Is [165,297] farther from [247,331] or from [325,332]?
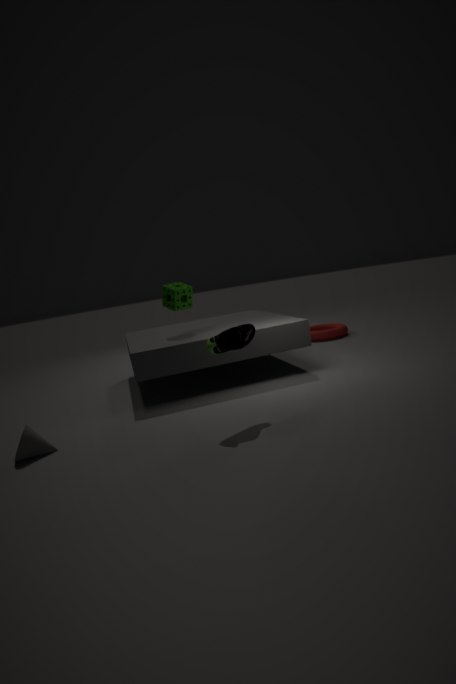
[325,332]
